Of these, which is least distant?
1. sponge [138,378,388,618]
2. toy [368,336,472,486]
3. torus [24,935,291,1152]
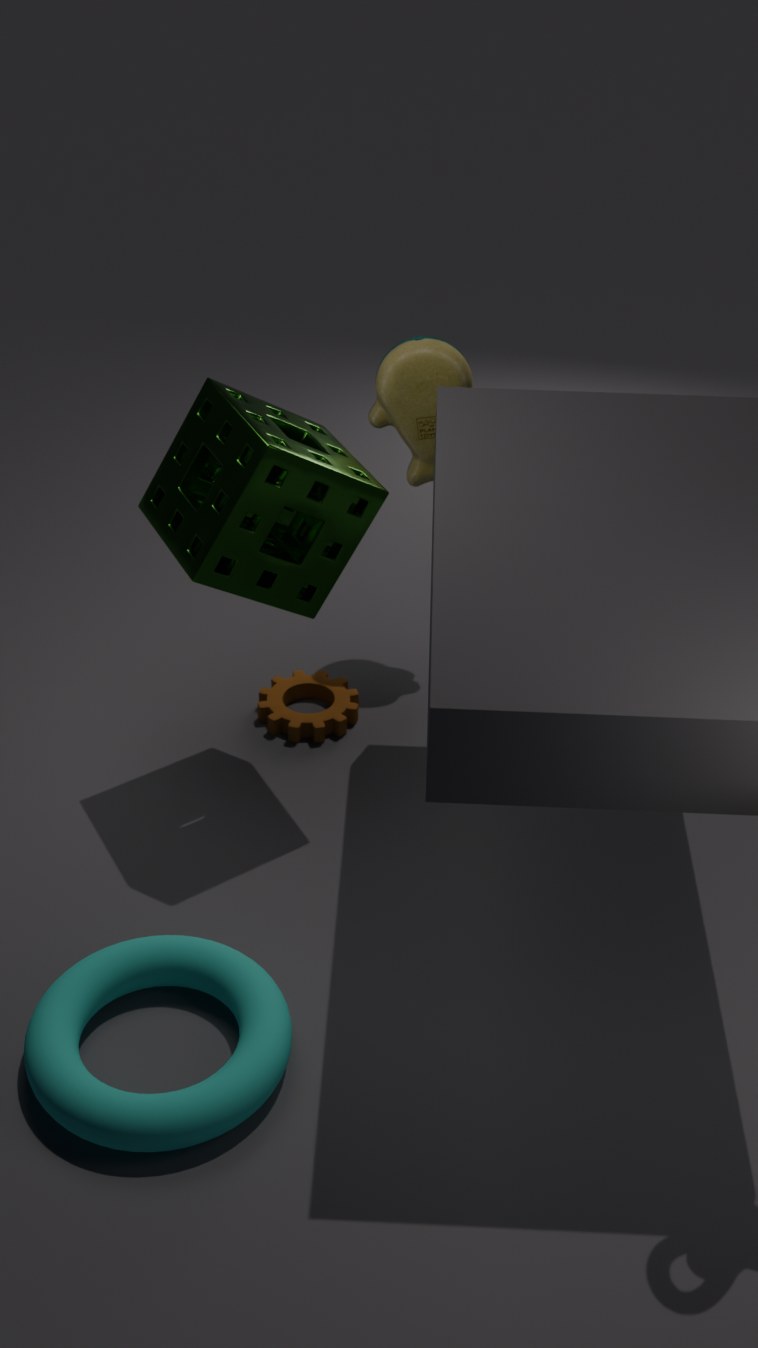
torus [24,935,291,1152]
